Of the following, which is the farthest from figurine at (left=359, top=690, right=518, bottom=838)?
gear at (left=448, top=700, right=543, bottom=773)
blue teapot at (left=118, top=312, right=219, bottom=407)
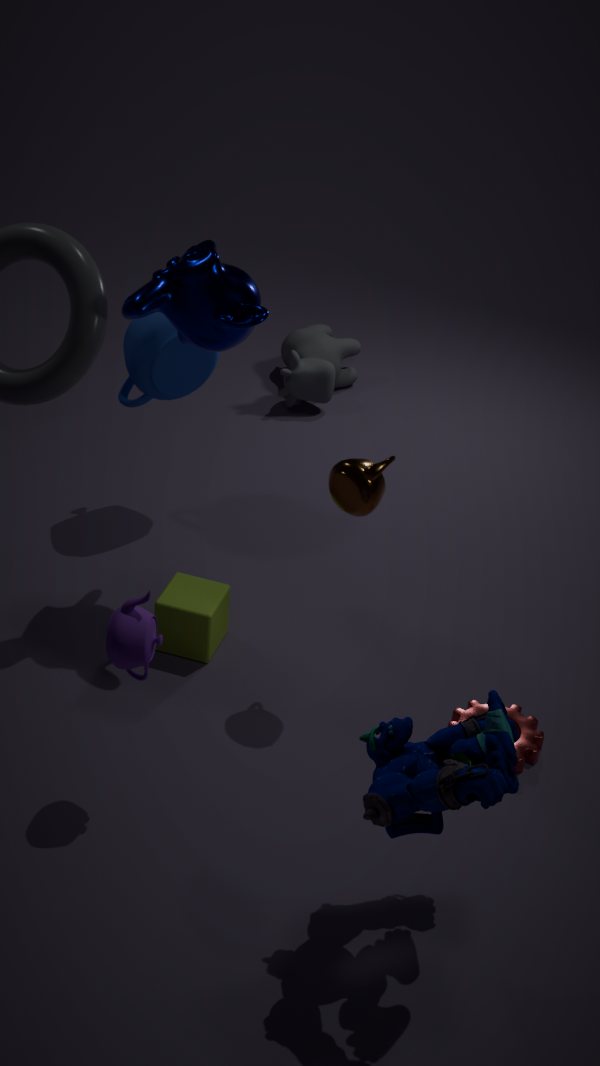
blue teapot at (left=118, top=312, right=219, bottom=407)
